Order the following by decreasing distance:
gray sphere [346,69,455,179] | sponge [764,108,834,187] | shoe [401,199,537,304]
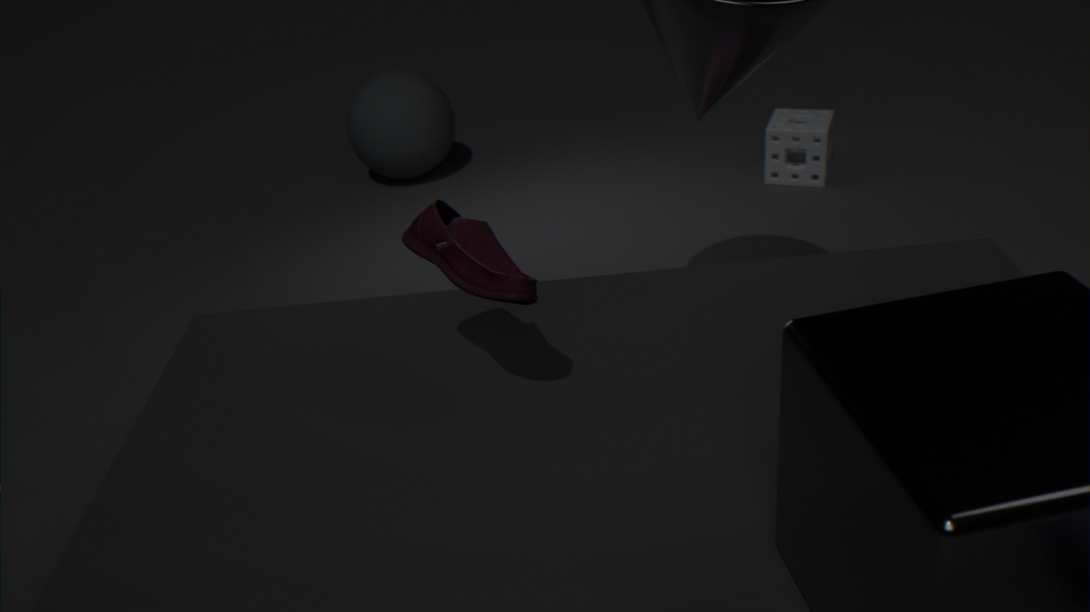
gray sphere [346,69,455,179] → sponge [764,108,834,187] → shoe [401,199,537,304]
